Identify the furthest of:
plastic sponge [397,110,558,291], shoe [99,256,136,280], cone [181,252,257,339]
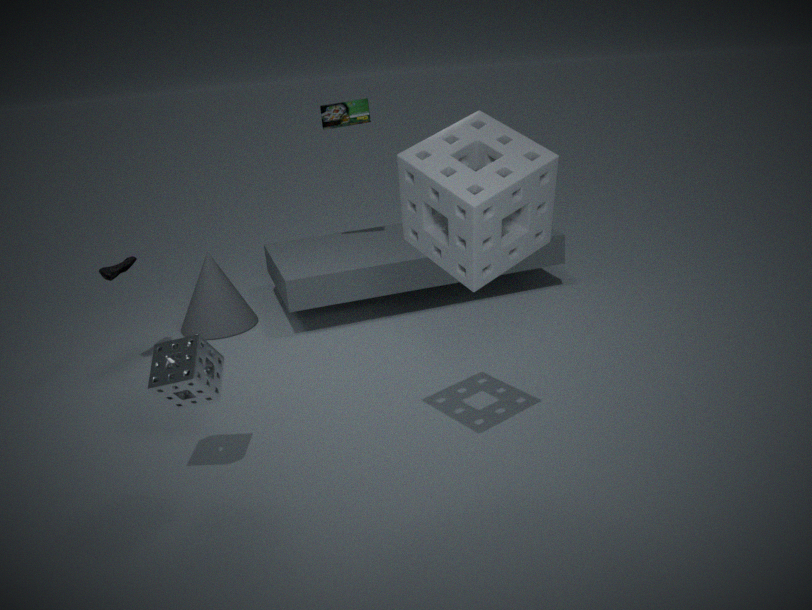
cone [181,252,257,339]
